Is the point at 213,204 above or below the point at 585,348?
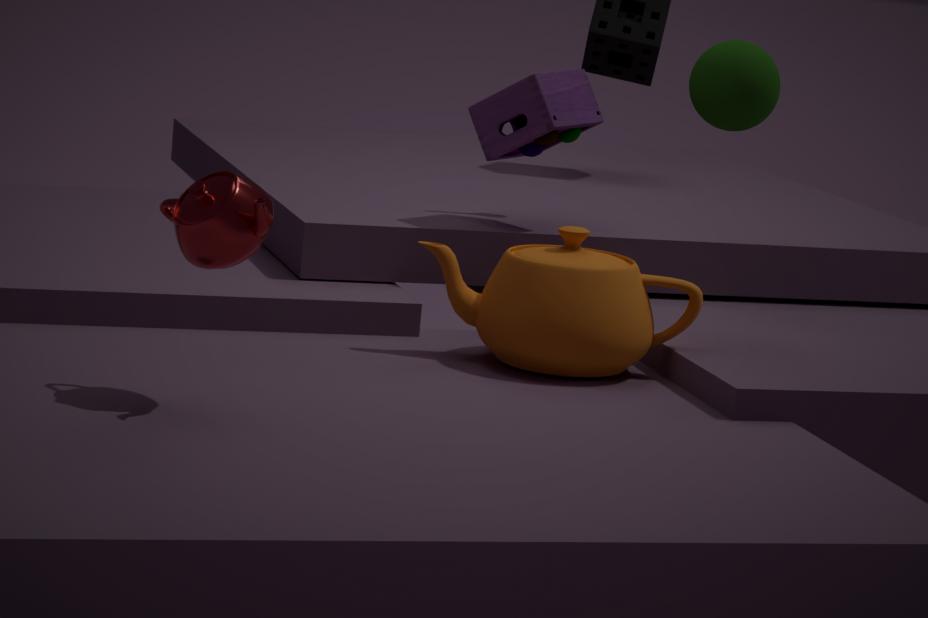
above
